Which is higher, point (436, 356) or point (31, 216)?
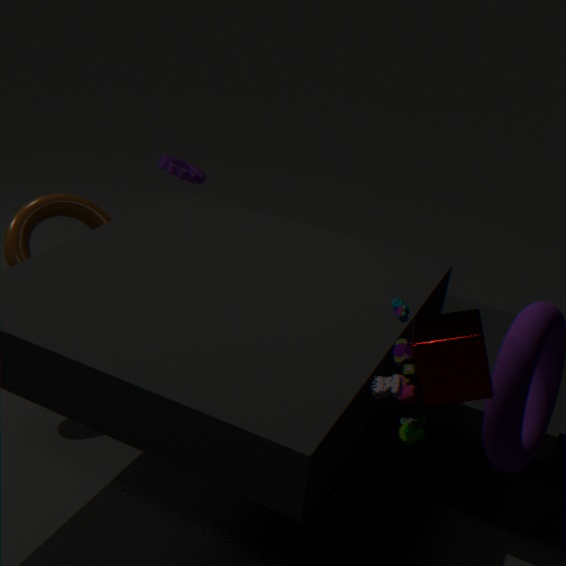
point (436, 356)
